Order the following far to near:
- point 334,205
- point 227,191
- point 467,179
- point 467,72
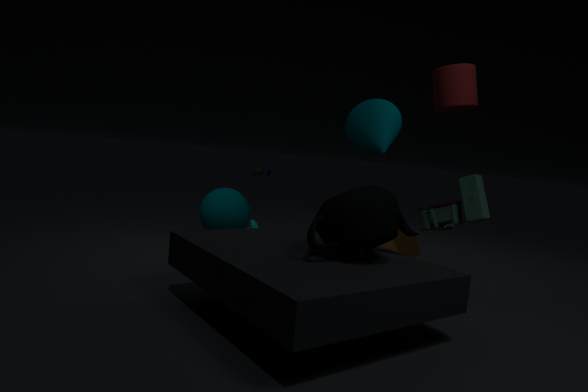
point 227,191 → point 467,179 → point 467,72 → point 334,205
